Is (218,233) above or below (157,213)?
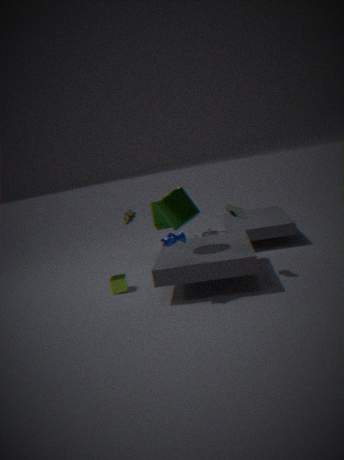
below
